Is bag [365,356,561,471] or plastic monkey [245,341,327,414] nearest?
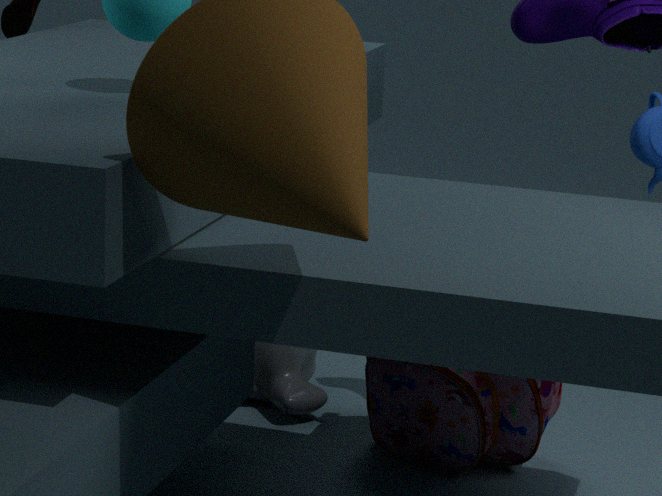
bag [365,356,561,471]
